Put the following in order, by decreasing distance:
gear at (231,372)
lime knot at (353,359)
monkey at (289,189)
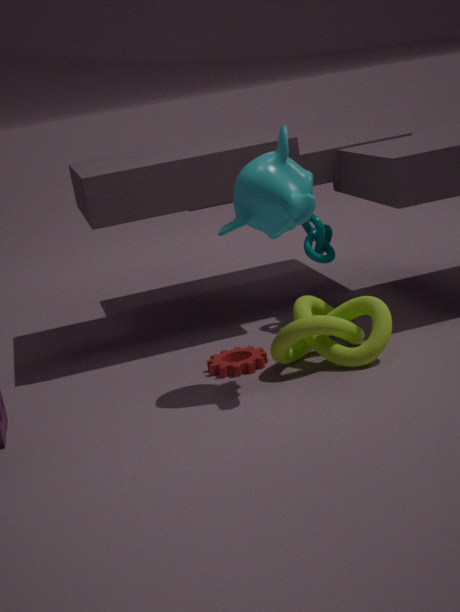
gear at (231,372) → lime knot at (353,359) → monkey at (289,189)
